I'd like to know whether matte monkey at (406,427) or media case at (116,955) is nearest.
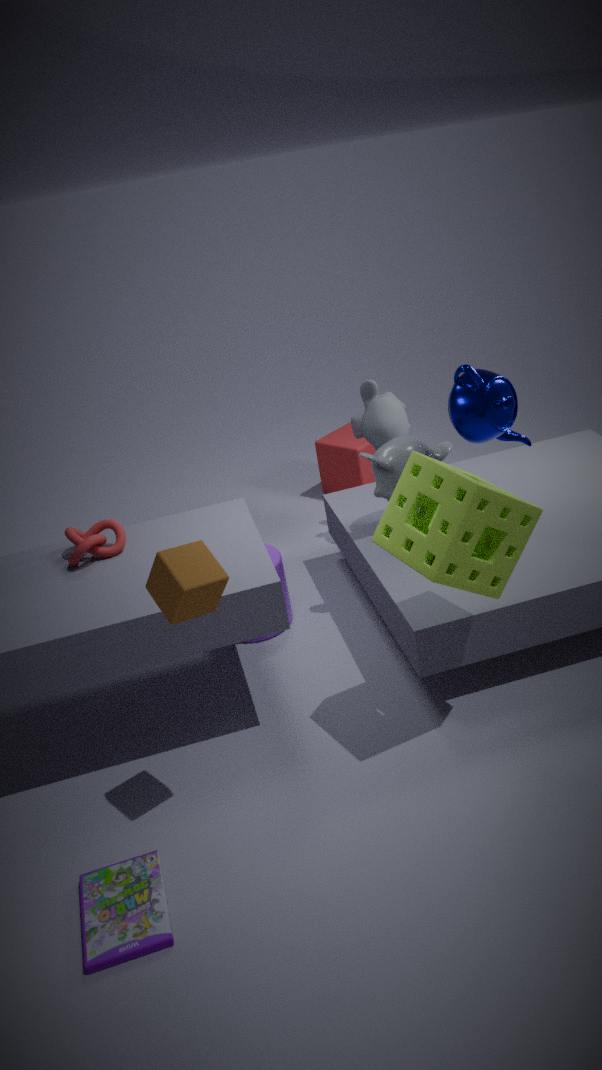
media case at (116,955)
